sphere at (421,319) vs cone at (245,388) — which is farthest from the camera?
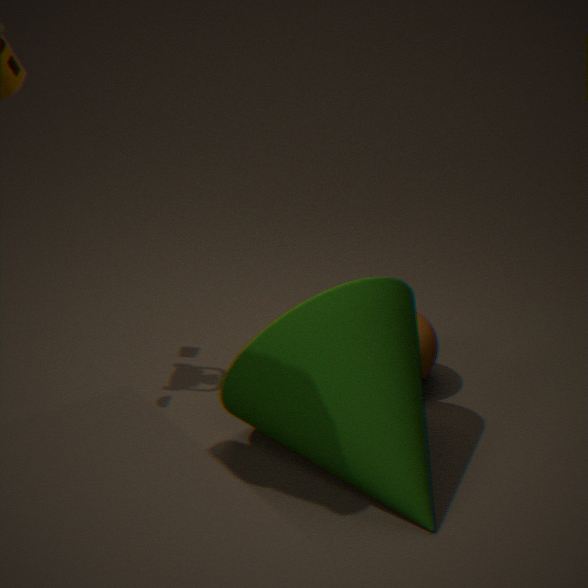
sphere at (421,319)
